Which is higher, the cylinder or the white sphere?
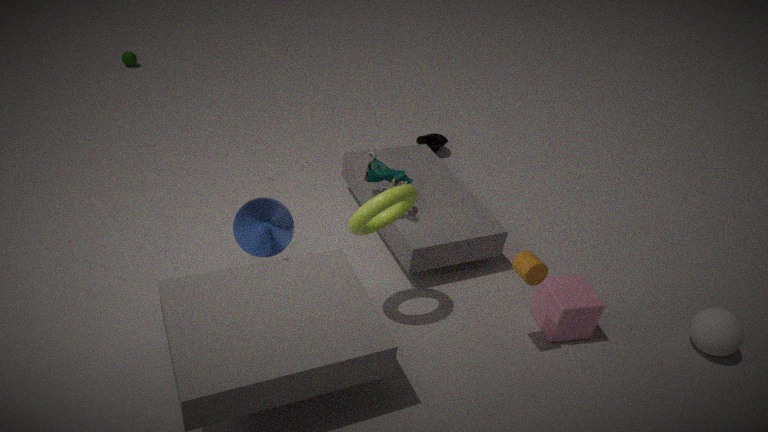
the cylinder
